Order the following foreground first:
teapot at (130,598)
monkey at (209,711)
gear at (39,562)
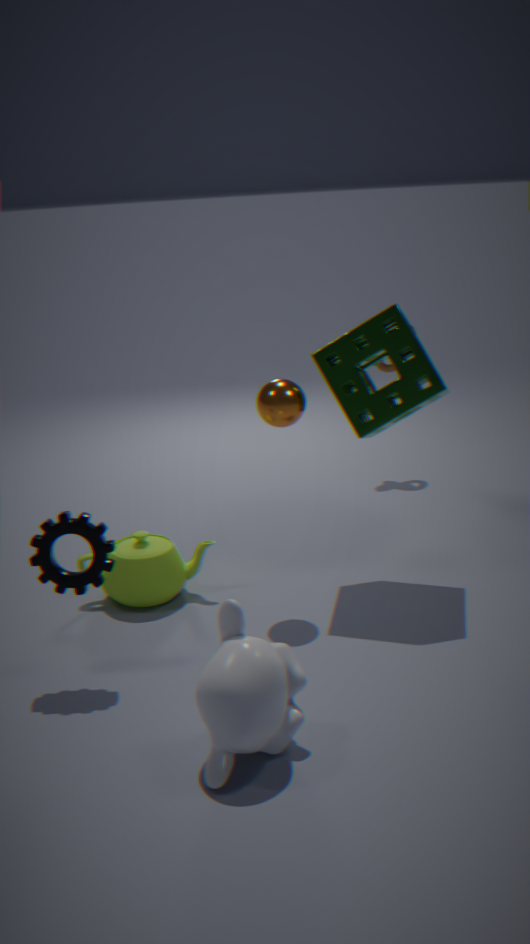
monkey at (209,711), gear at (39,562), teapot at (130,598)
